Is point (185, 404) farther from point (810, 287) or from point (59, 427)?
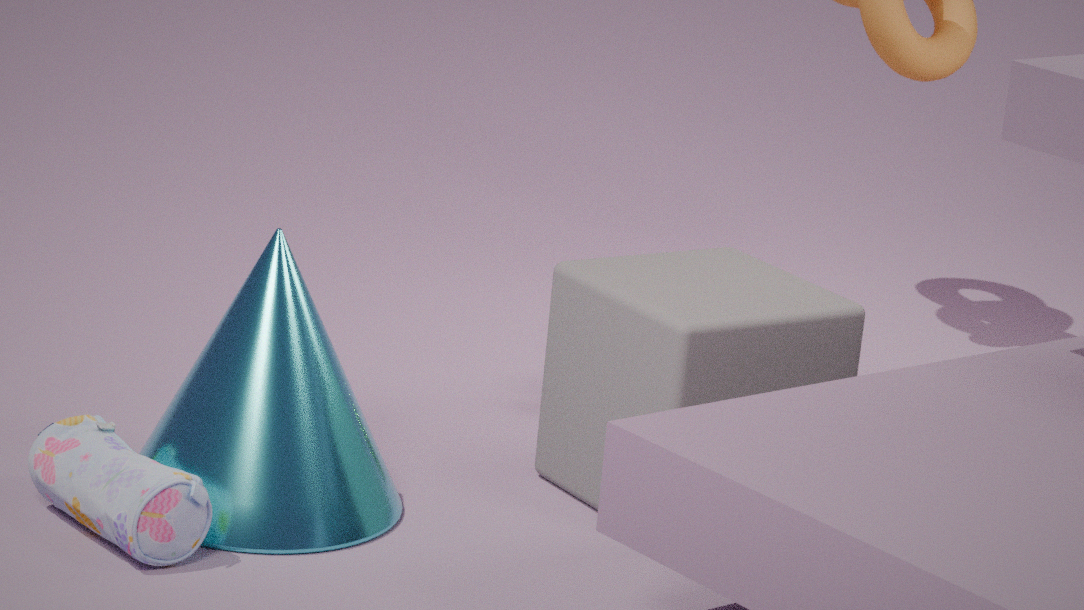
point (810, 287)
